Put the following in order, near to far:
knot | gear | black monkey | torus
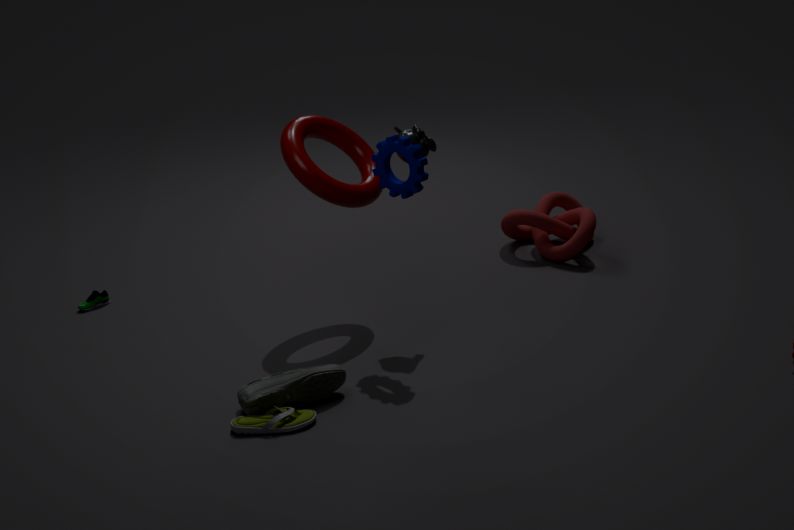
gear → torus → black monkey → knot
